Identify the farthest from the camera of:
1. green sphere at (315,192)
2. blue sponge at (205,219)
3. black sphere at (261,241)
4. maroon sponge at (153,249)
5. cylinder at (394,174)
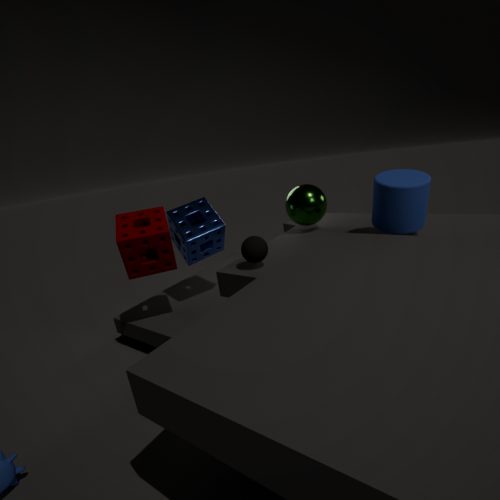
green sphere at (315,192)
